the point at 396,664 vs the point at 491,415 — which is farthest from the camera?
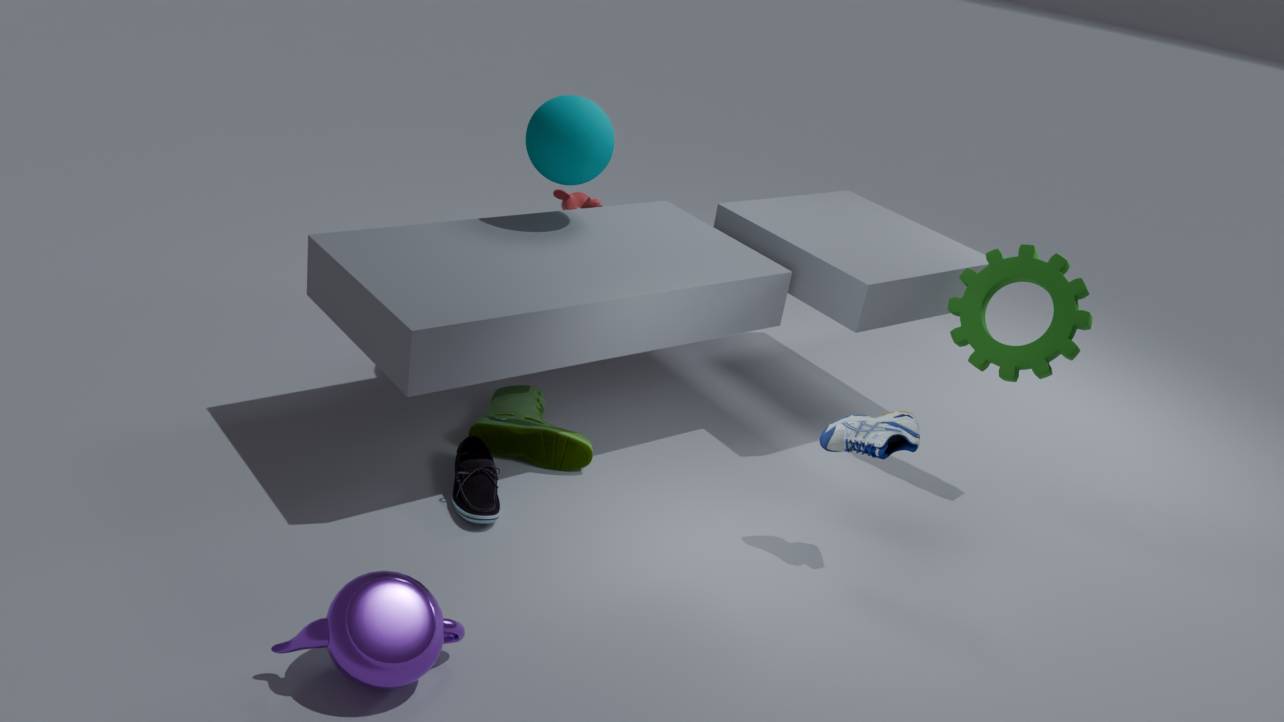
the point at 491,415
